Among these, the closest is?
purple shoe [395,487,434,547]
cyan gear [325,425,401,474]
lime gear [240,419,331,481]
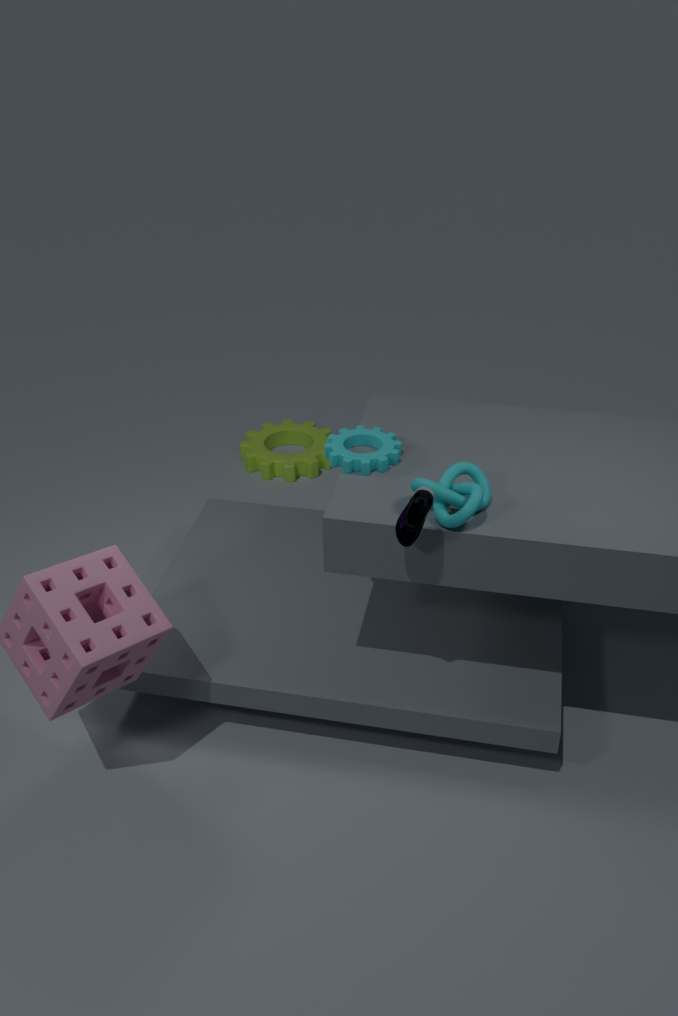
purple shoe [395,487,434,547]
